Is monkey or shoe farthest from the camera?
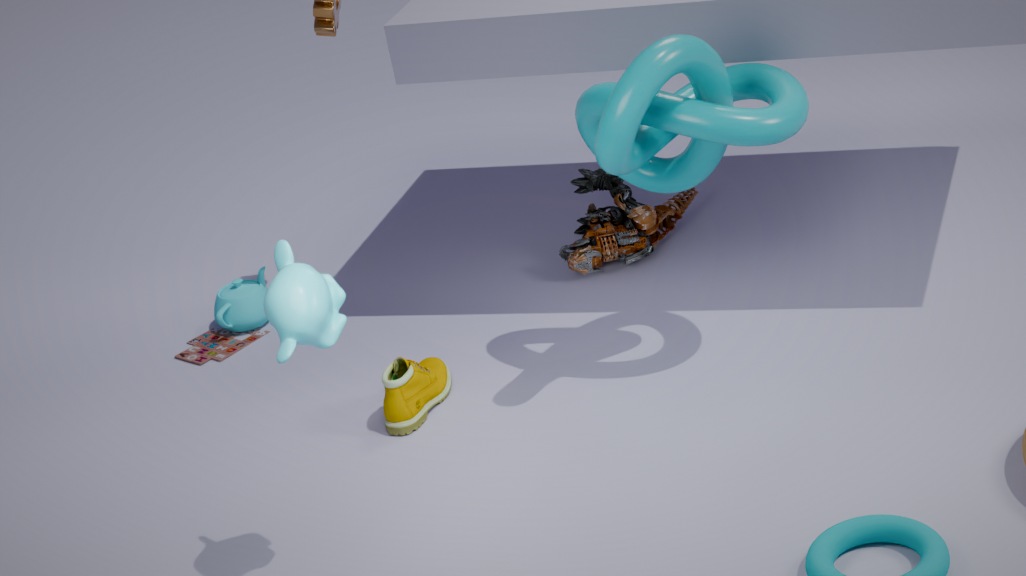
shoe
